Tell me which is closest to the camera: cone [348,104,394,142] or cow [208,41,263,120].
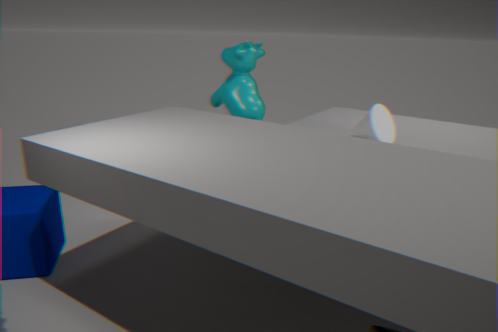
cone [348,104,394,142]
